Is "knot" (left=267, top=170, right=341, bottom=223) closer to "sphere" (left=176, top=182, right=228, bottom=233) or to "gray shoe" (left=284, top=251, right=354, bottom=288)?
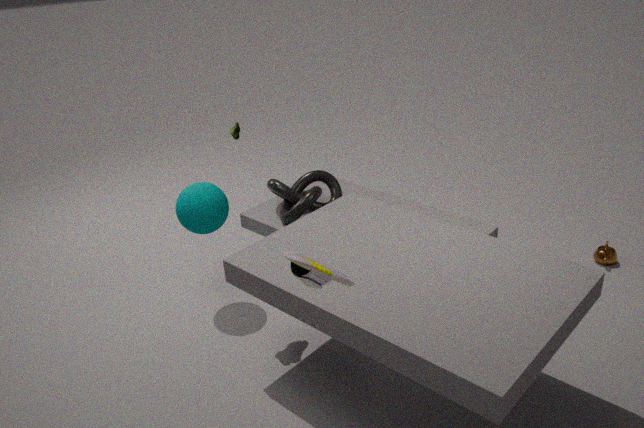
"sphere" (left=176, top=182, right=228, bottom=233)
